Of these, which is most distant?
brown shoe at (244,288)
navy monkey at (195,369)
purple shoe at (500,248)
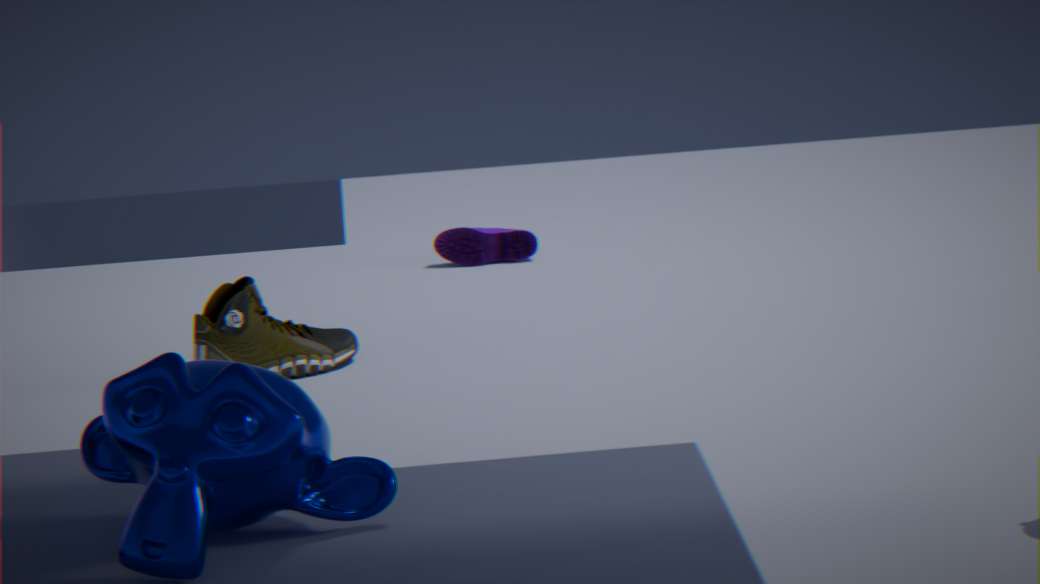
purple shoe at (500,248)
